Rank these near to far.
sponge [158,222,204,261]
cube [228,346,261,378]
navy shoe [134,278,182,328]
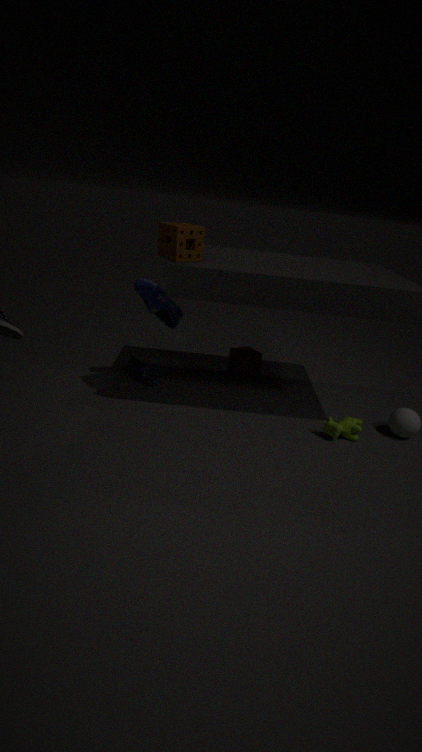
1. sponge [158,222,204,261]
2. navy shoe [134,278,182,328]
3. cube [228,346,261,378]
